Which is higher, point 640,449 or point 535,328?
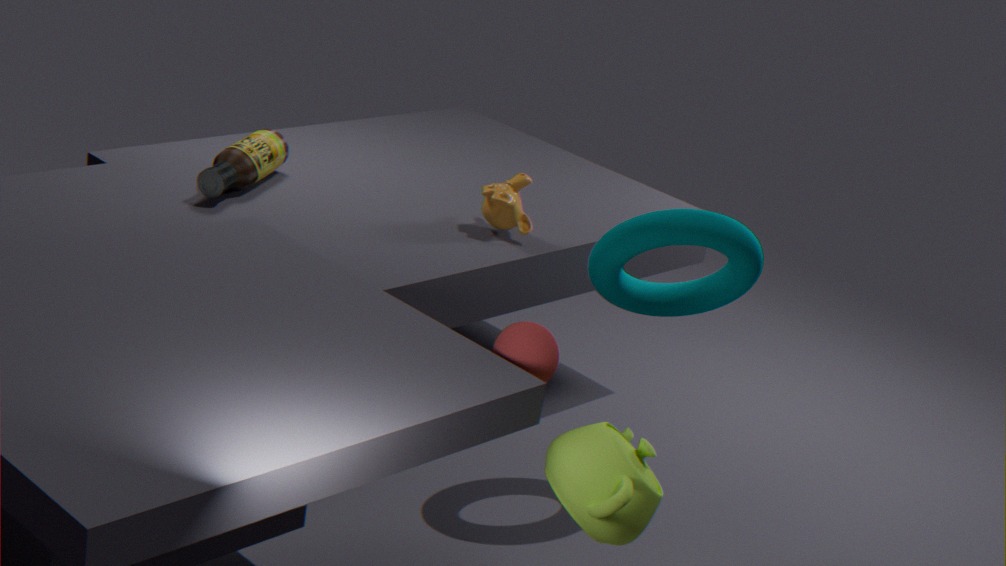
point 535,328
